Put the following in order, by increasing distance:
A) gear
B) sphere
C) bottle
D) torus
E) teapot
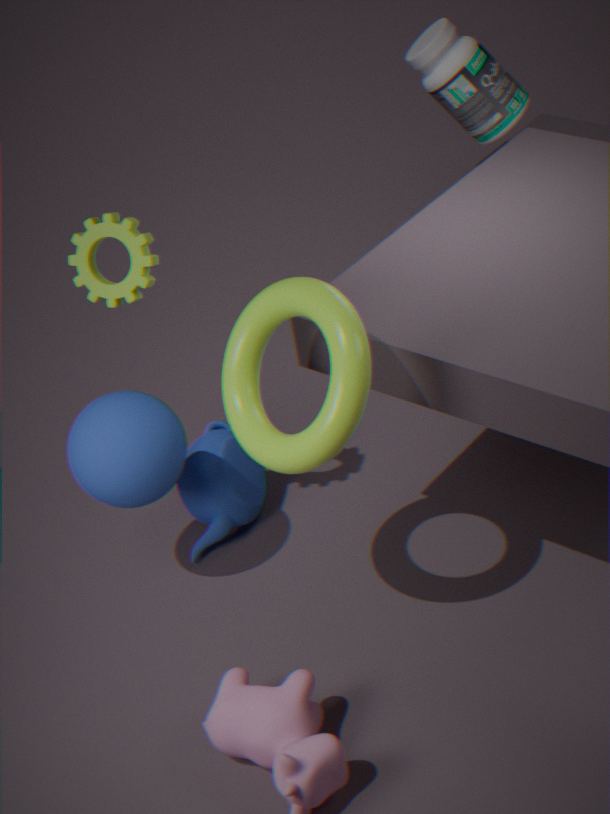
1. torus
2. gear
3. sphere
4. teapot
5. bottle
